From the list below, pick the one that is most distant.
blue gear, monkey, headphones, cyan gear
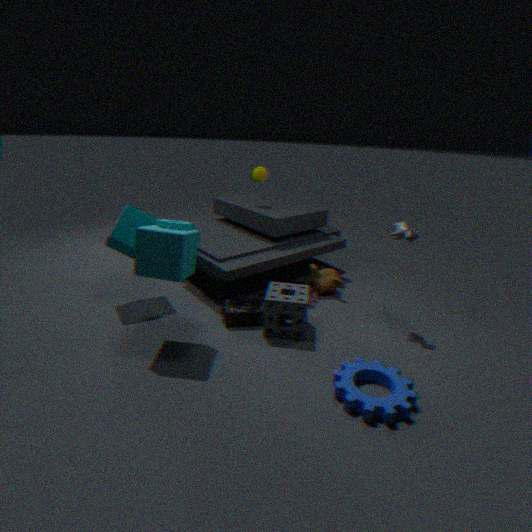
monkey
